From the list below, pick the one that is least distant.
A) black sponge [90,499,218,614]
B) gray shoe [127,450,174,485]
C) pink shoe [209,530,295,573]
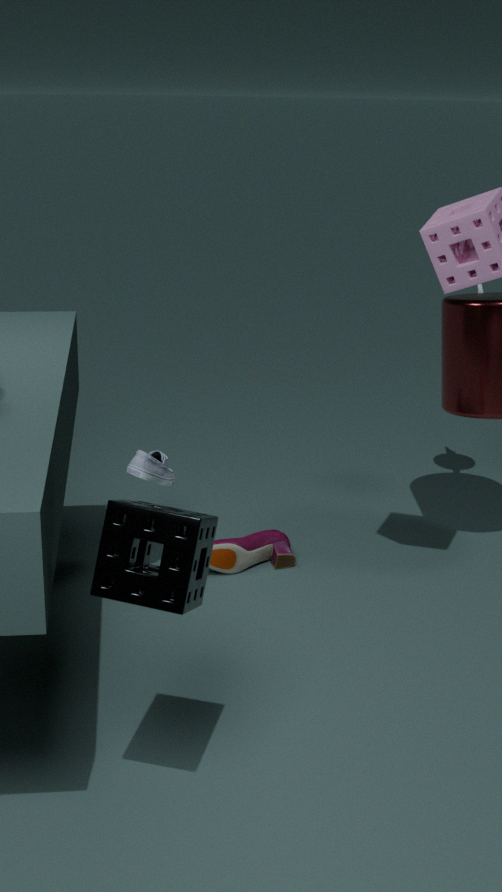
black sponge [90,499,218,614]
